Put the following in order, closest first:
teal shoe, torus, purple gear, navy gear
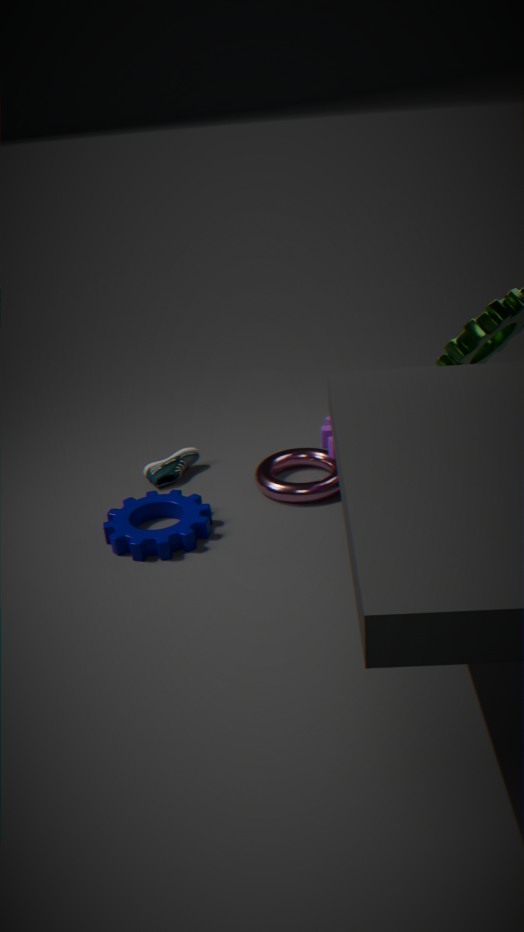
1. purple gear
2. navy gear
3. torus
4. teal shoe
